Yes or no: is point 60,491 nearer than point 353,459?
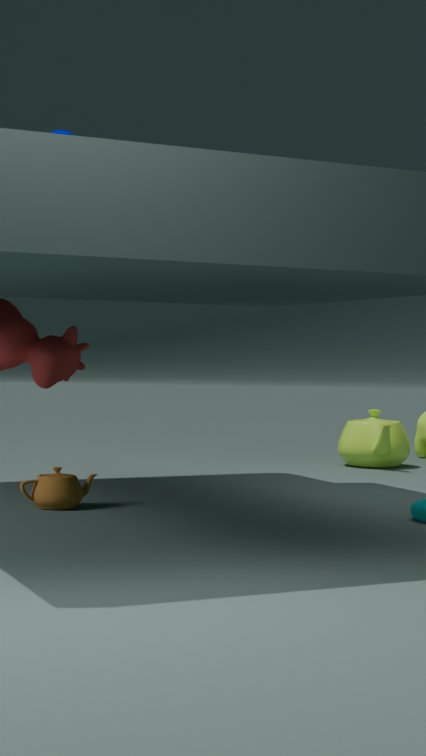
Yes
